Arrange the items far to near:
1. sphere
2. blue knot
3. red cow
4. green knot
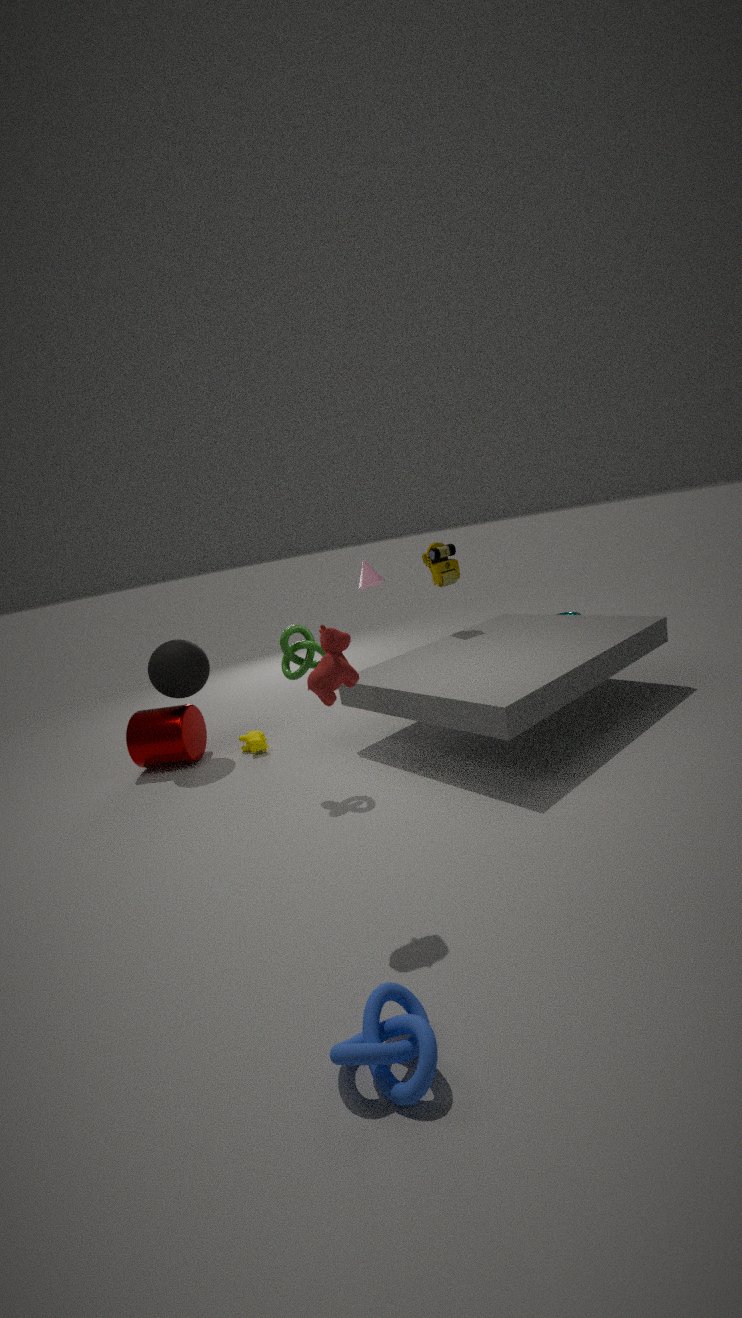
sphere < green knot < red cow < blue knot
